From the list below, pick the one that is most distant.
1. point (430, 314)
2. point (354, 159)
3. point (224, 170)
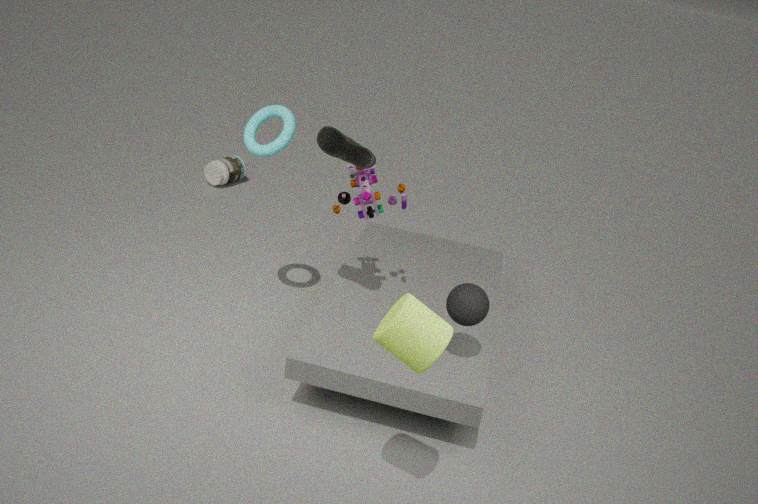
point (224, 170)
